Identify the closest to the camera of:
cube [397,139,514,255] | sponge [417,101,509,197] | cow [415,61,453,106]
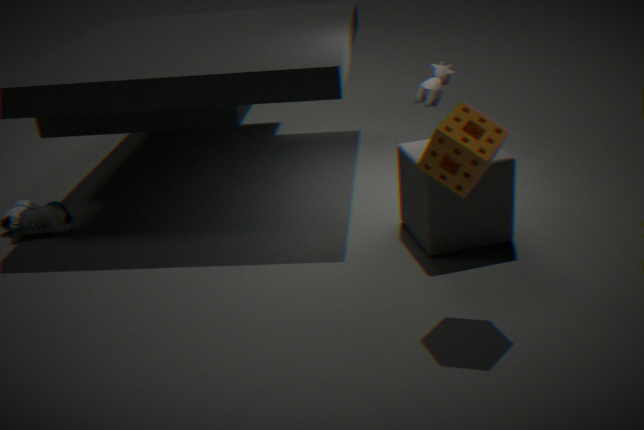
sponge [417,101,509,197]
